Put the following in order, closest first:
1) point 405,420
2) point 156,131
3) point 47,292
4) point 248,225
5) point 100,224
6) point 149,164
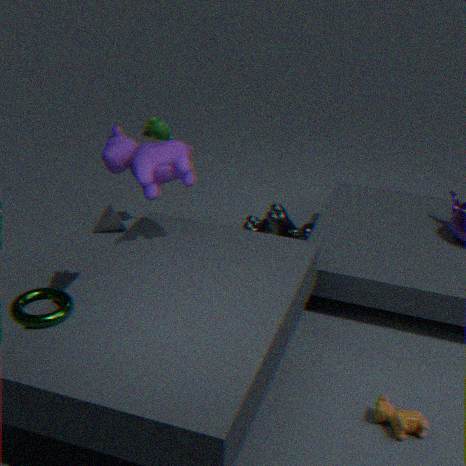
3. point 47,292 → 1. point 405,420 → 6. point 149,164 → 2. point 156,131 → 4. point 248,225 → 5. point 100,224
